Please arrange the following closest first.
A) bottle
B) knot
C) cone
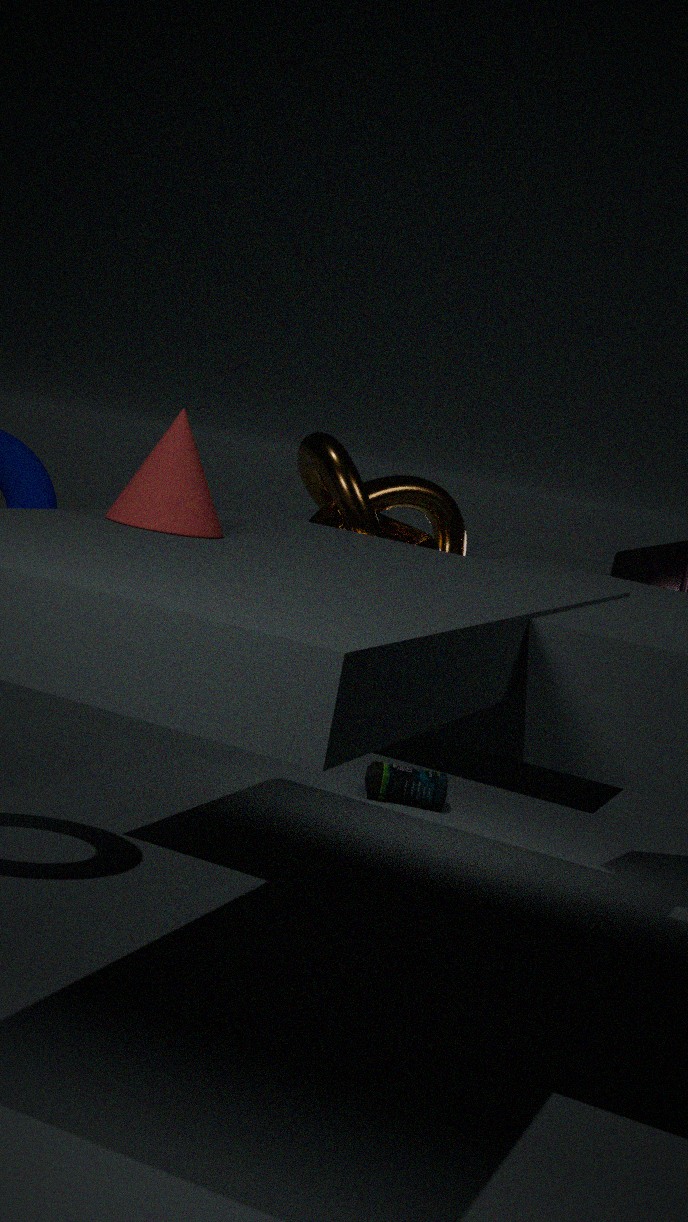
1. cone
2. knot
3. bottle
